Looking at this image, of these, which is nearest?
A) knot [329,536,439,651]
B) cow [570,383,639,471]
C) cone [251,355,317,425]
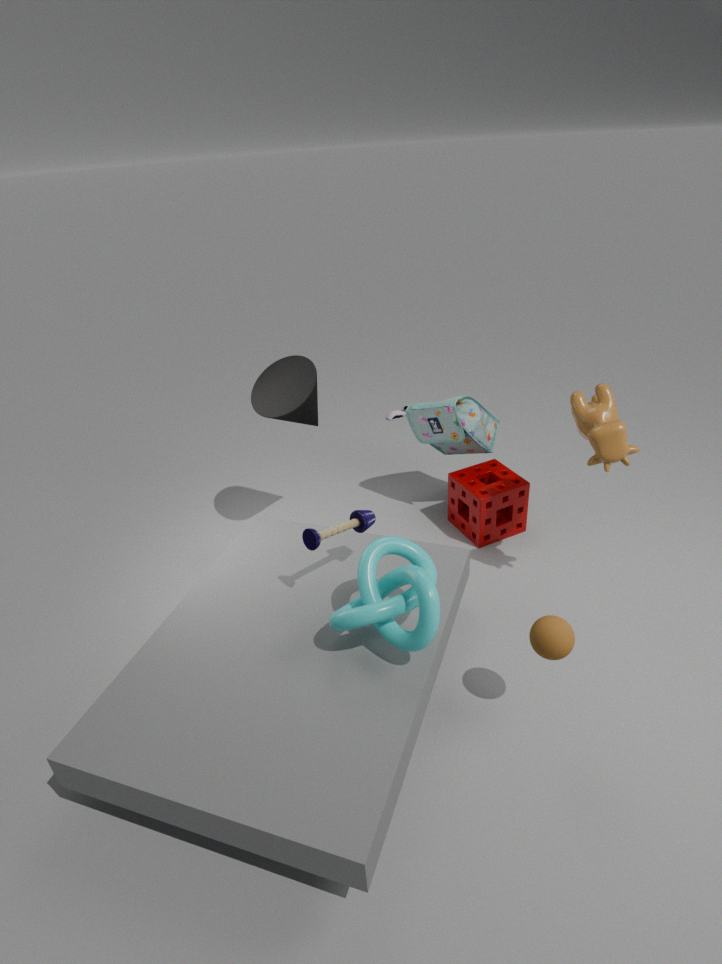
knot [329,536,439,651]
